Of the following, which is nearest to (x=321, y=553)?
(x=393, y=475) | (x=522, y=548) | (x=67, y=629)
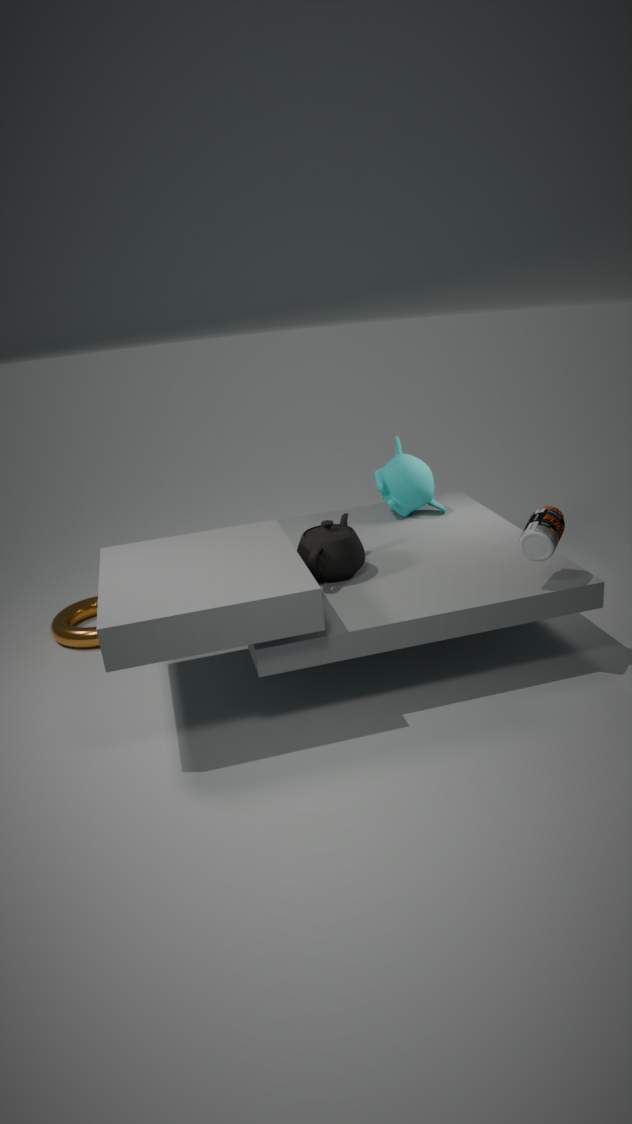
(x=393, y=475)
